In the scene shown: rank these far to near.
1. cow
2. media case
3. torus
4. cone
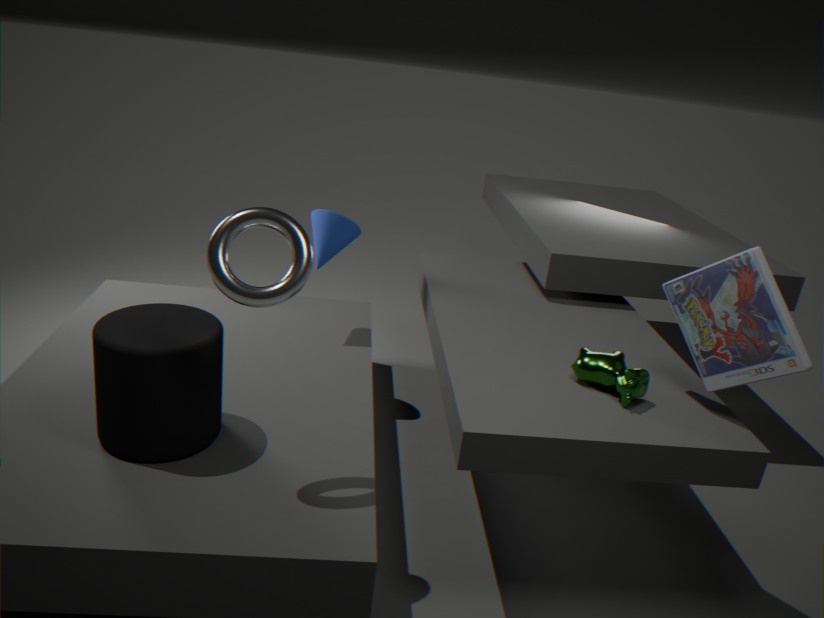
cone → cow → media case → torus
